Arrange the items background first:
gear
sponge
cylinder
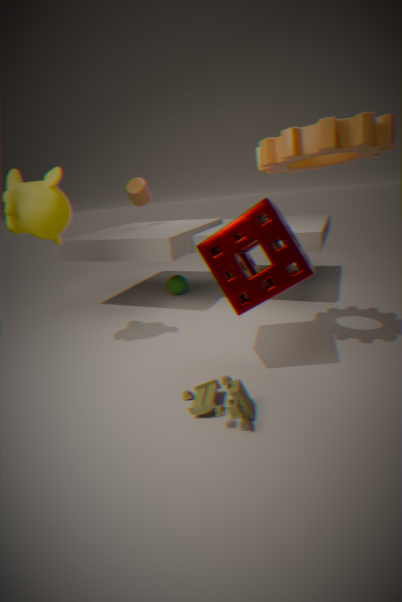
cylinder, sponge, gear
